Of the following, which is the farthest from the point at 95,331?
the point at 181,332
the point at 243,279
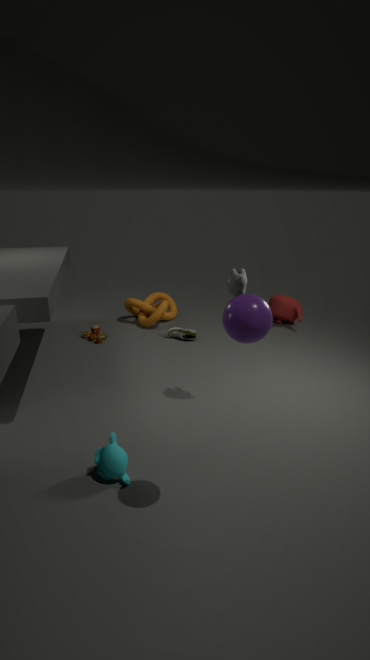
the point at 243,279
